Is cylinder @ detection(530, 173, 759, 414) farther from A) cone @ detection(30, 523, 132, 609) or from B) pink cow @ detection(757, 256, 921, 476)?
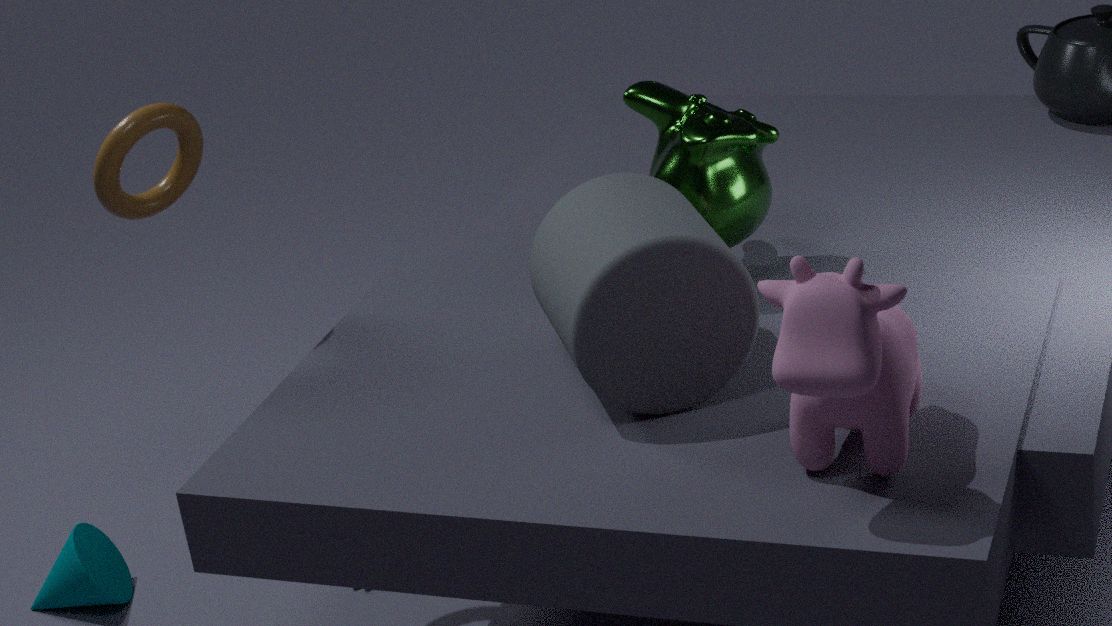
A) cone @ detection(30, 523, 132, 609)
